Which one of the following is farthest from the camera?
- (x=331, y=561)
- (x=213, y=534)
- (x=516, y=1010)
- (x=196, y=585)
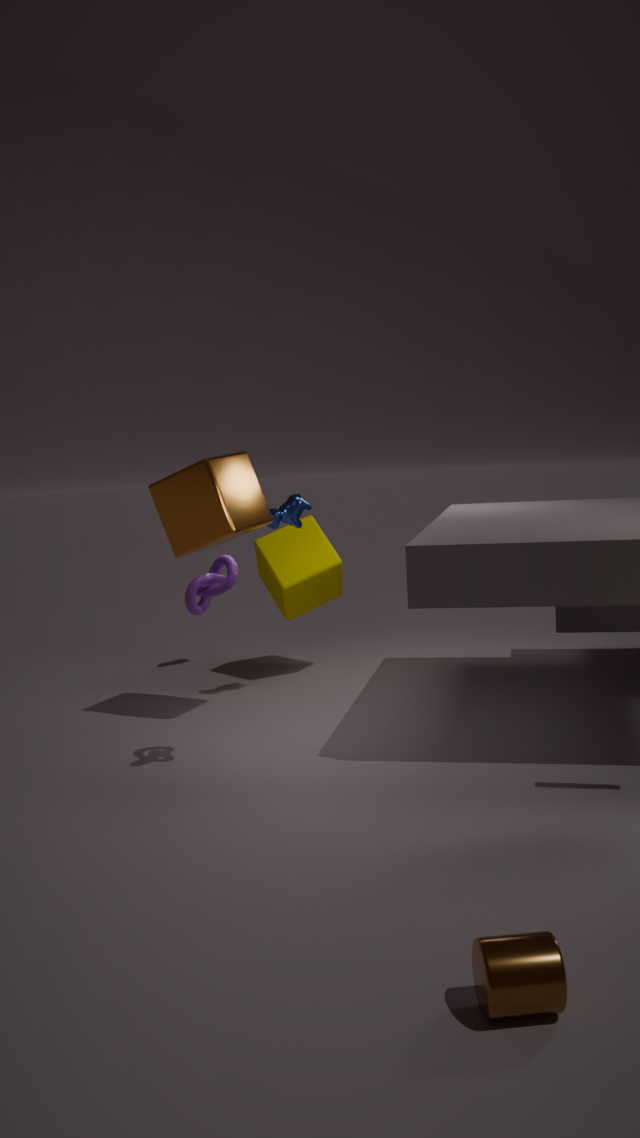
(x=331, y=561)
